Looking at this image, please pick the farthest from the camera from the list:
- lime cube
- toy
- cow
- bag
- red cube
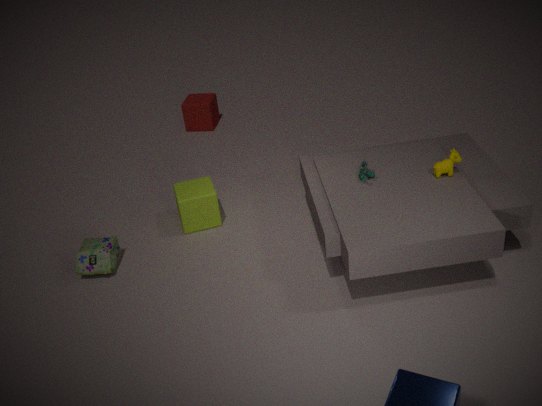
red cube
